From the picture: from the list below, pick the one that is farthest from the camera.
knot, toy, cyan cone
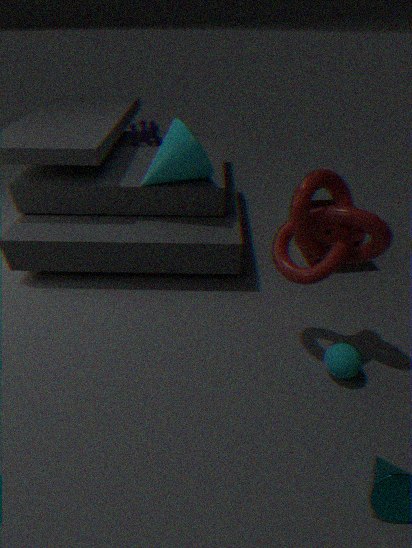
toy
